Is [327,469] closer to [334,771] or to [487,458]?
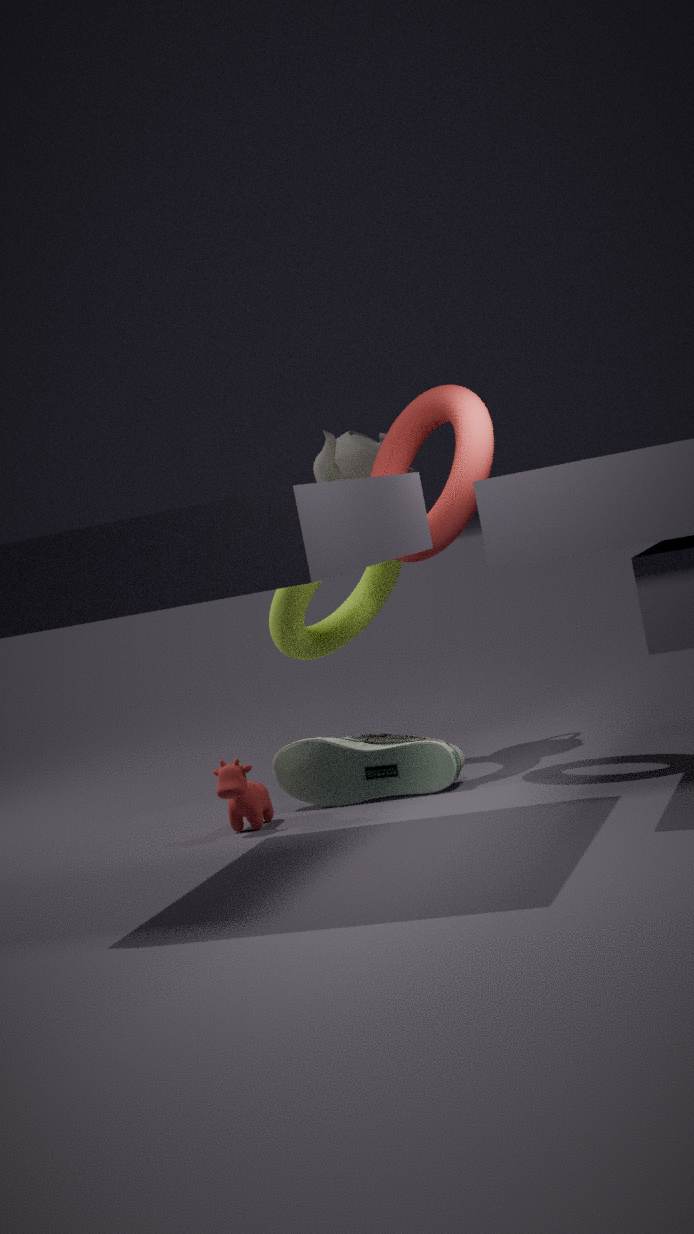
[487,458]
